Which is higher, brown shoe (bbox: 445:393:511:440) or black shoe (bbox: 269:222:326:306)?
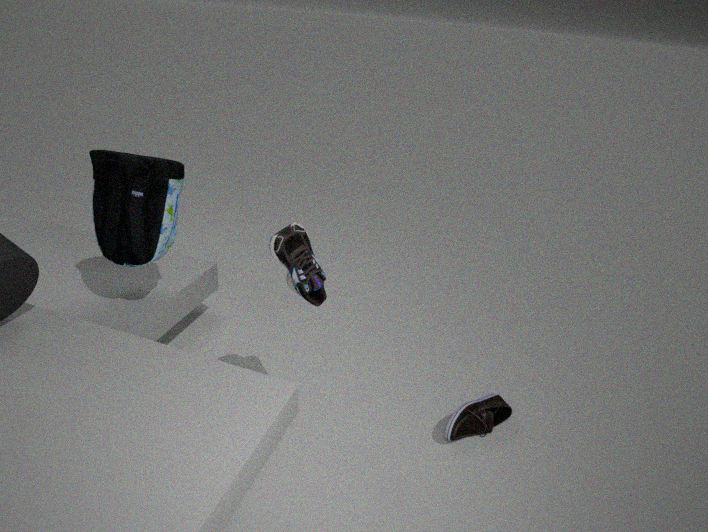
black shoe (bbox: 269:222:326:306)
